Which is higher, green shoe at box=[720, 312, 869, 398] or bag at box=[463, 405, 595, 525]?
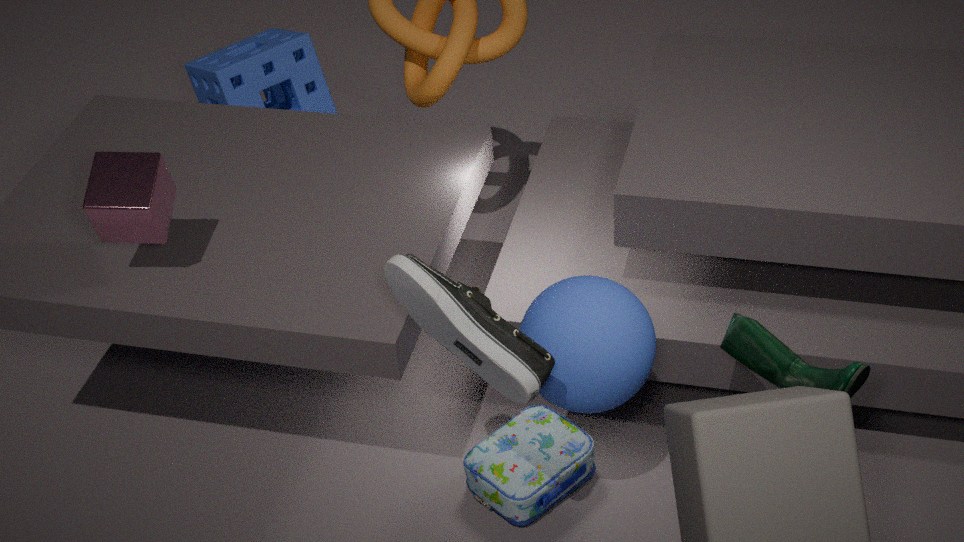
green shoe at box=[720, 312, 869, 398]
